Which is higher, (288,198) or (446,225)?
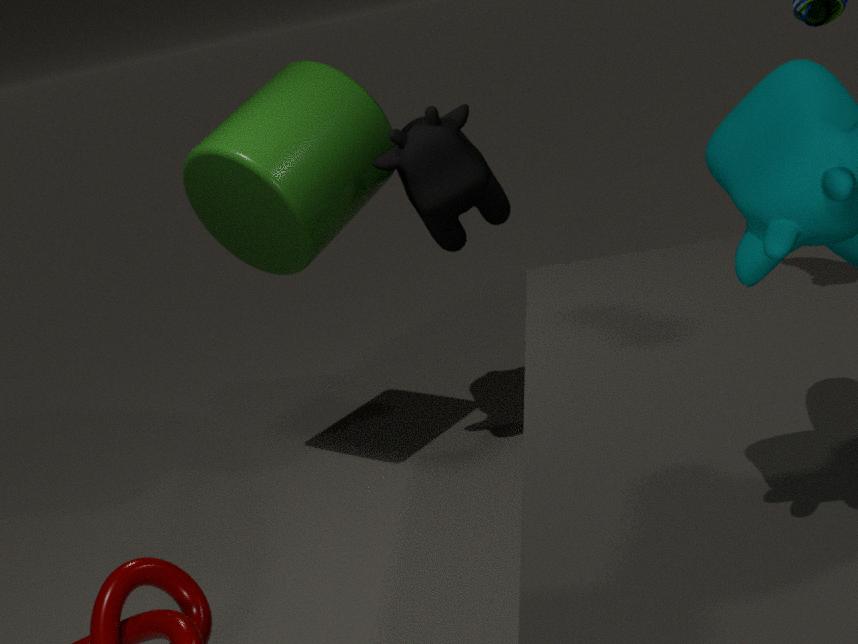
(288,198)
